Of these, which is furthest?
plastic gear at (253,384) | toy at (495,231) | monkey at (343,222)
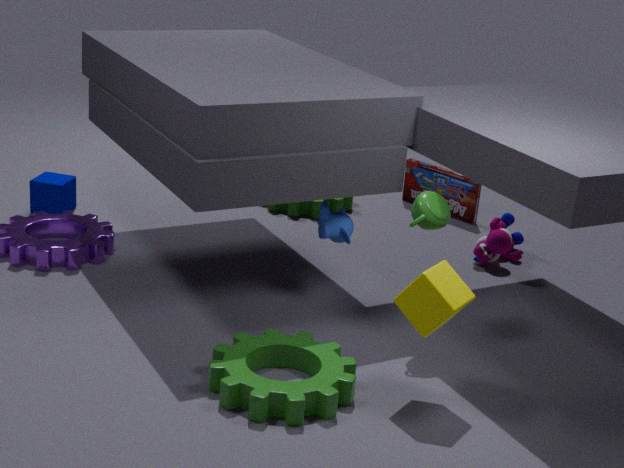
toy at (495,231)
